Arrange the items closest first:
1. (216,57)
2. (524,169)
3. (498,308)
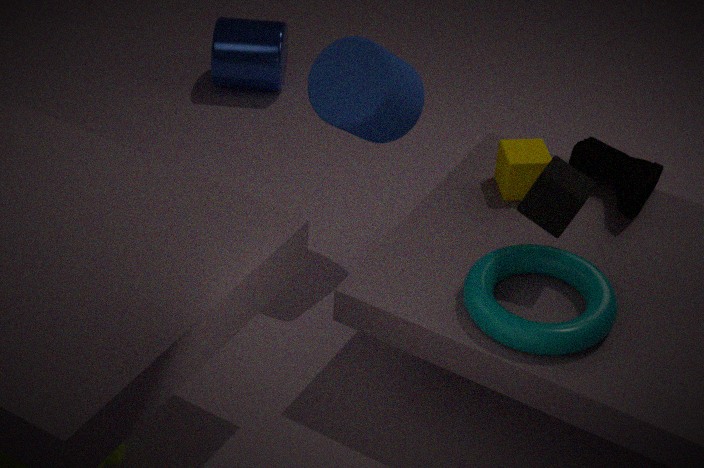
1. (498,308)
2. (524,169)
3. (216,57)
